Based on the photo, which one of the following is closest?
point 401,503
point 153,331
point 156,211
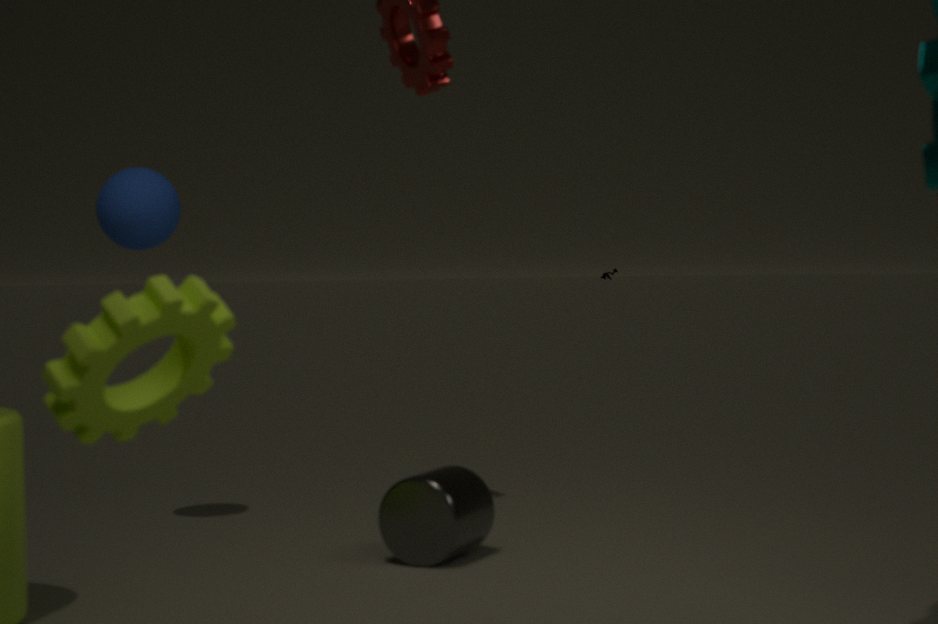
point 153,331
